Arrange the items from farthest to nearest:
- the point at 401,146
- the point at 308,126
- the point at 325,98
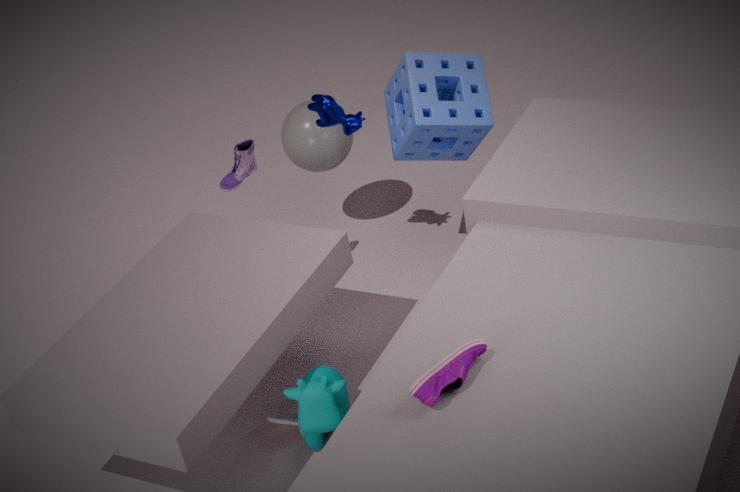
the point at 308,126 → the point at 325,98 → the point at 401,146
